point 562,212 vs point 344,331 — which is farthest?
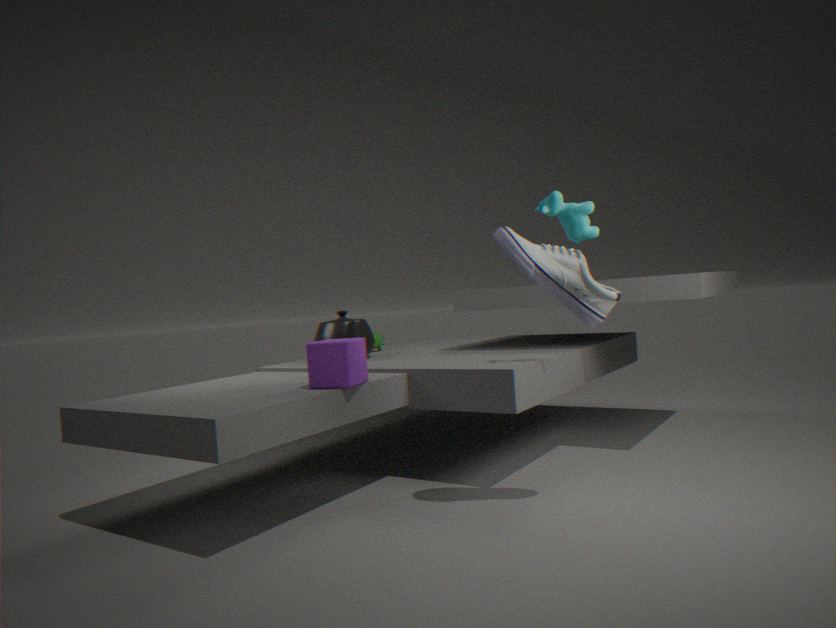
point 344,331
